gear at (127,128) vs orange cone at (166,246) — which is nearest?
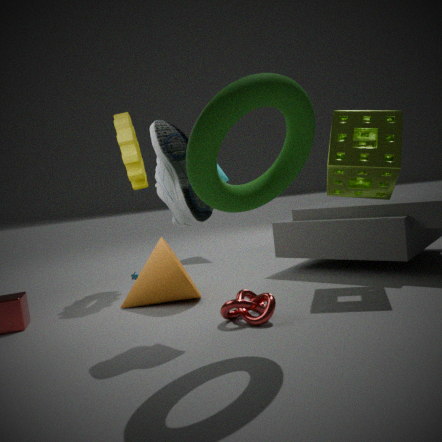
orange cone at (166,246)
